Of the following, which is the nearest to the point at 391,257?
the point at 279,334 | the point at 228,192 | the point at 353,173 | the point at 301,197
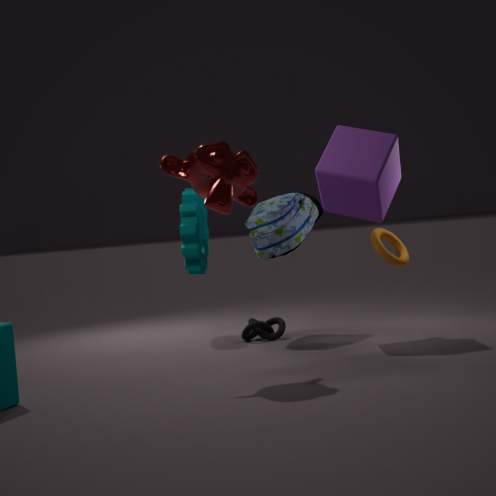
the point at 353,173
